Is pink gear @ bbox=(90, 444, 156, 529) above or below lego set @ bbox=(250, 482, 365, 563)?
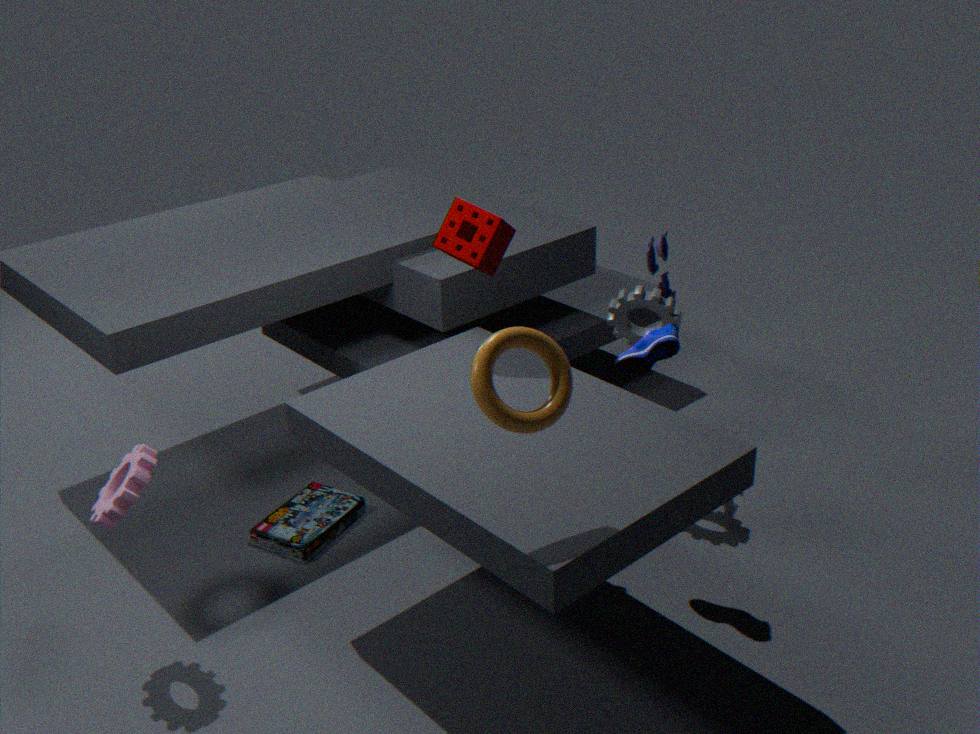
above
